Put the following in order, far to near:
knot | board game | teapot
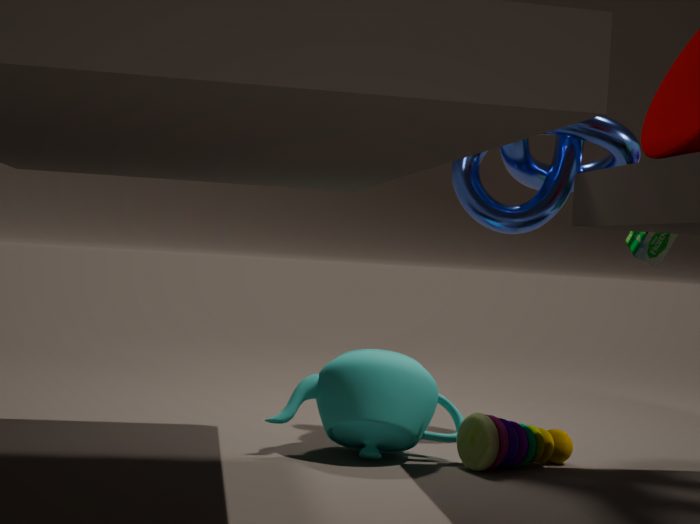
1. knot
2. board game
3. teapot
